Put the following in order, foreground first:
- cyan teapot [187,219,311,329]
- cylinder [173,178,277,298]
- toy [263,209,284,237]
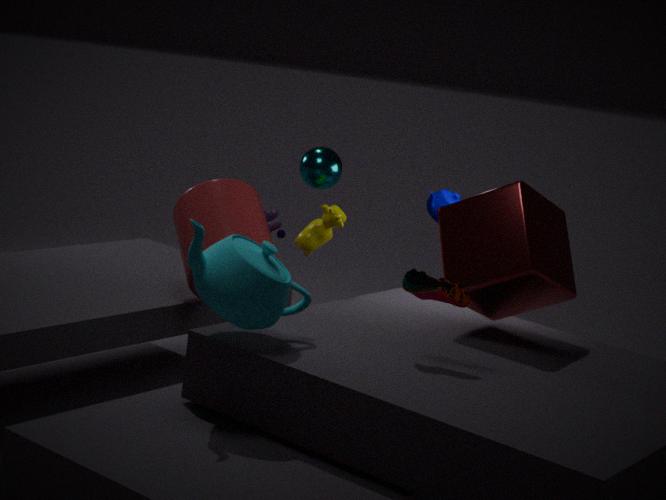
cyan teapot [187,219,311,329]
cylinder [173,178,277,298]
toy [263,209,284,237]
